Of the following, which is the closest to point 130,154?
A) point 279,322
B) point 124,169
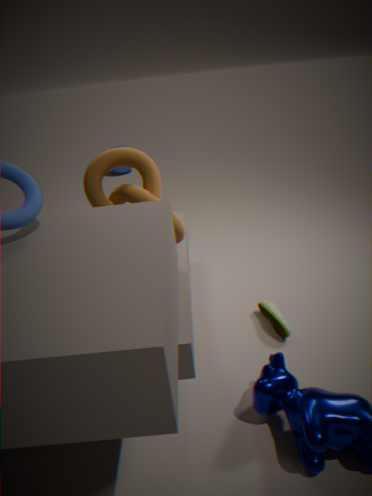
point 279,322
